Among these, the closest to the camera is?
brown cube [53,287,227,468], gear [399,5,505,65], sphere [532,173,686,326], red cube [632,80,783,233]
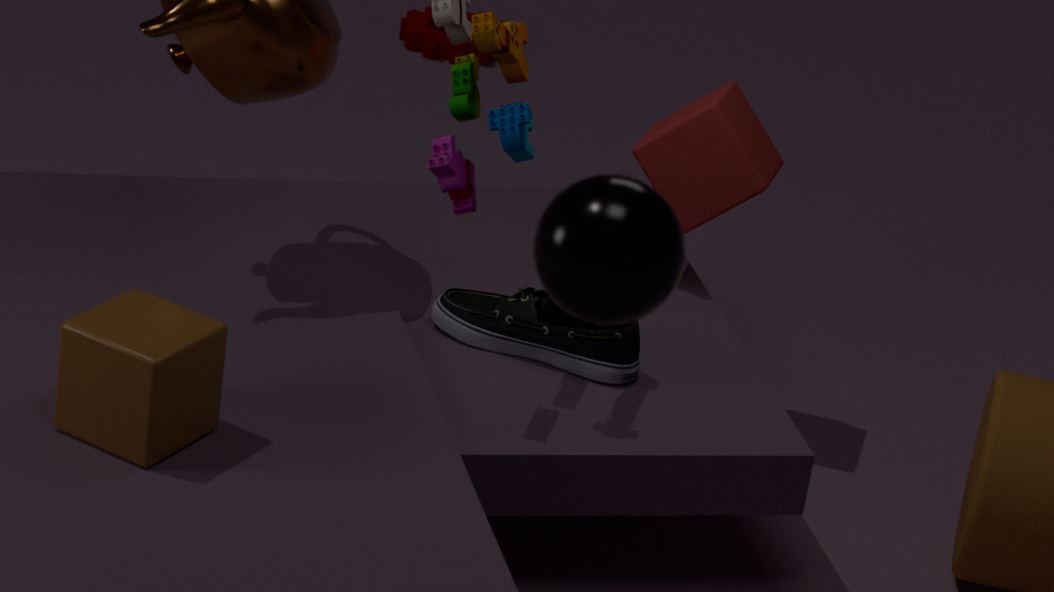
sphere [532,173,686,326]
